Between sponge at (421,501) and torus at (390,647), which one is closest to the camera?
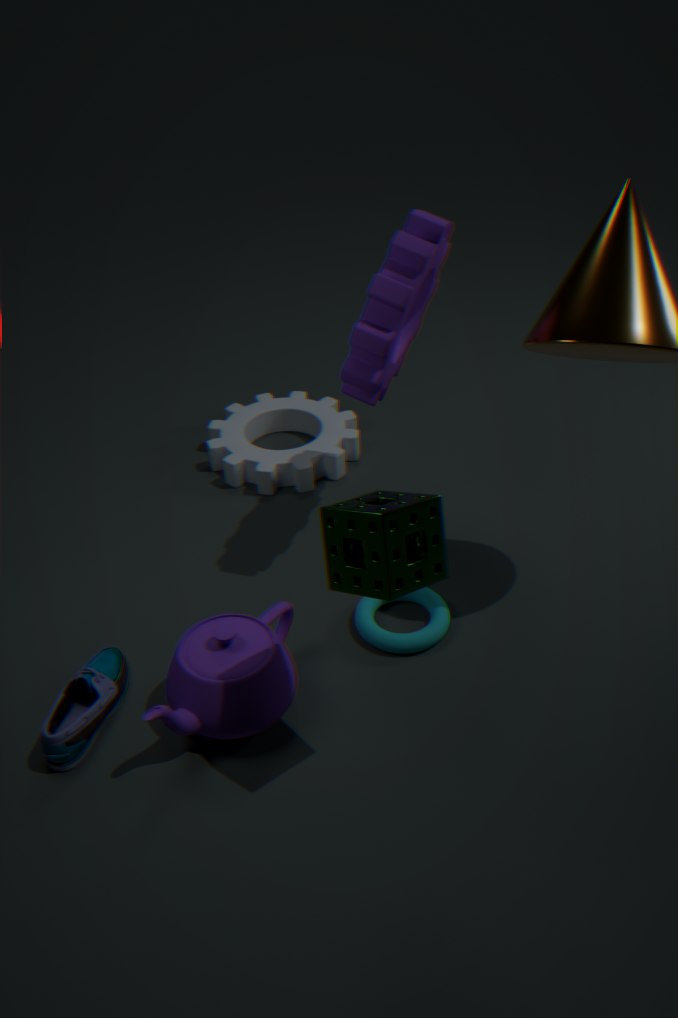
sponge at (421,501)
